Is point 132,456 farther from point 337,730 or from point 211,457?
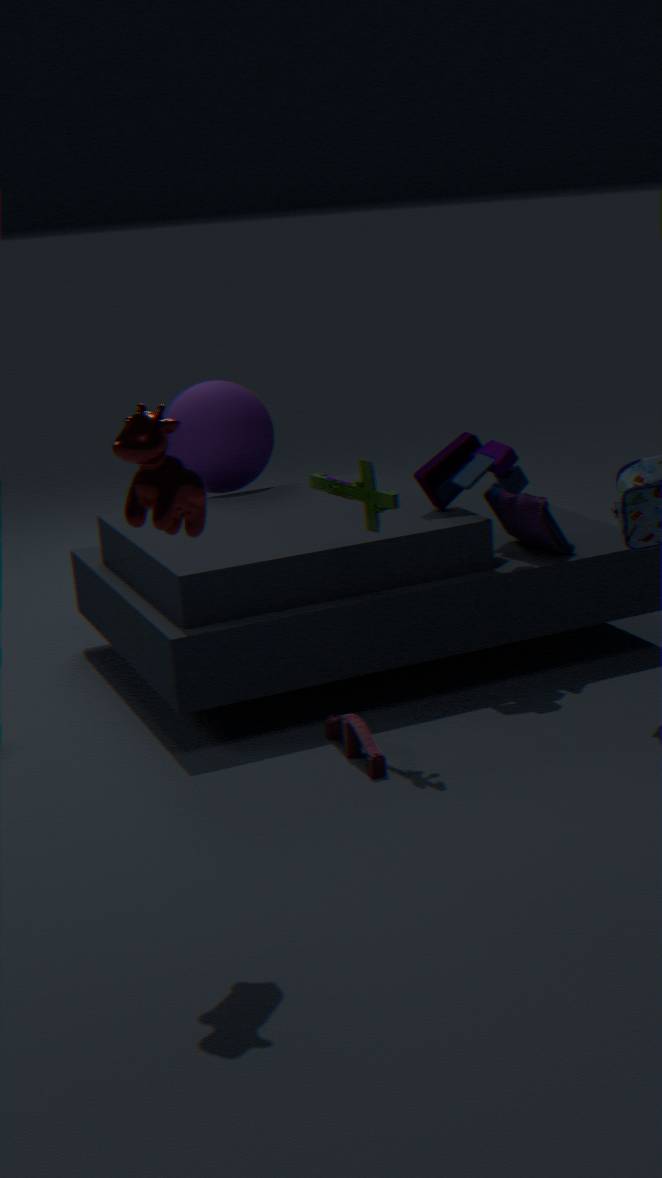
point 211,457
